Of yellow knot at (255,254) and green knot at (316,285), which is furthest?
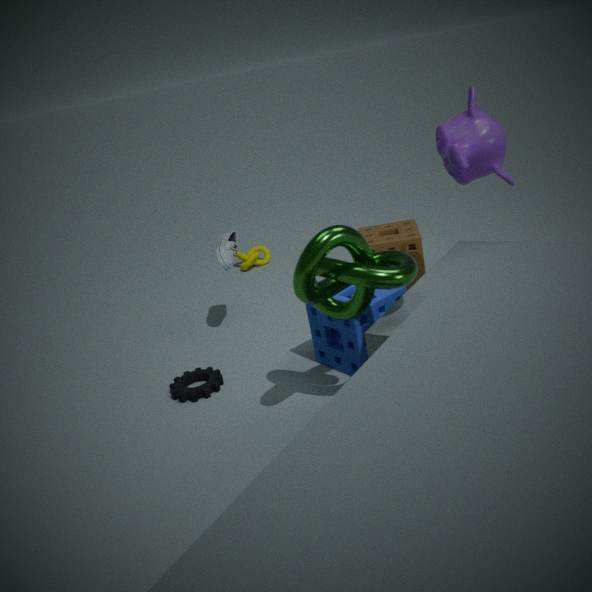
yellow knot at (255,254)
